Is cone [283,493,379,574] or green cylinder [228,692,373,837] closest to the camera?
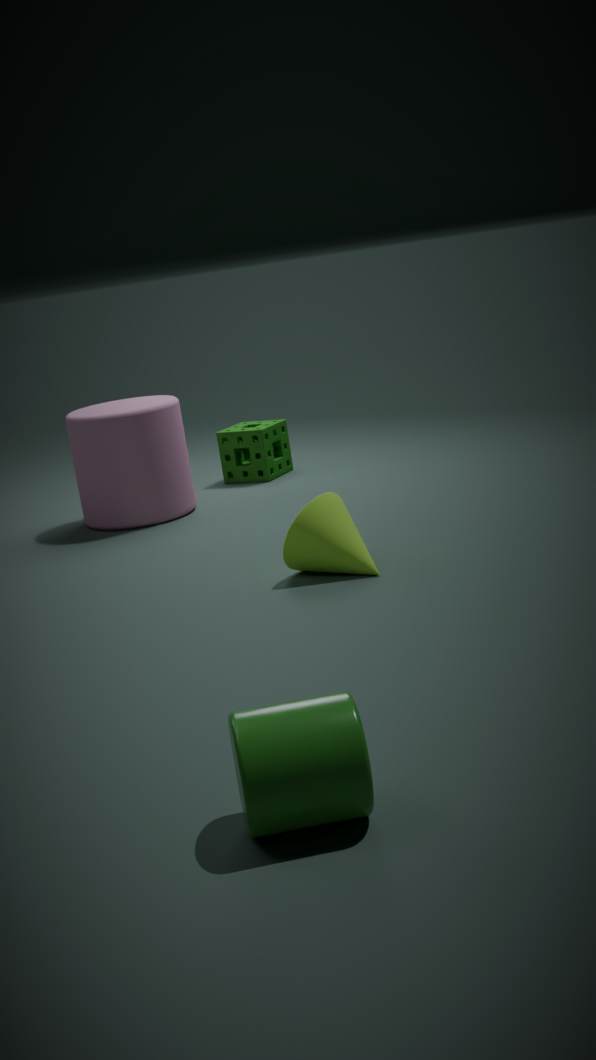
green cylinder [228,692,373,837]
